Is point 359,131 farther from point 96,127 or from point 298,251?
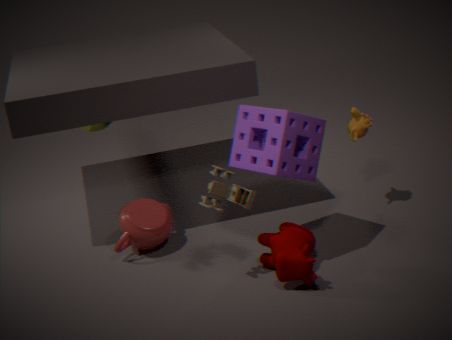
point 96,127
